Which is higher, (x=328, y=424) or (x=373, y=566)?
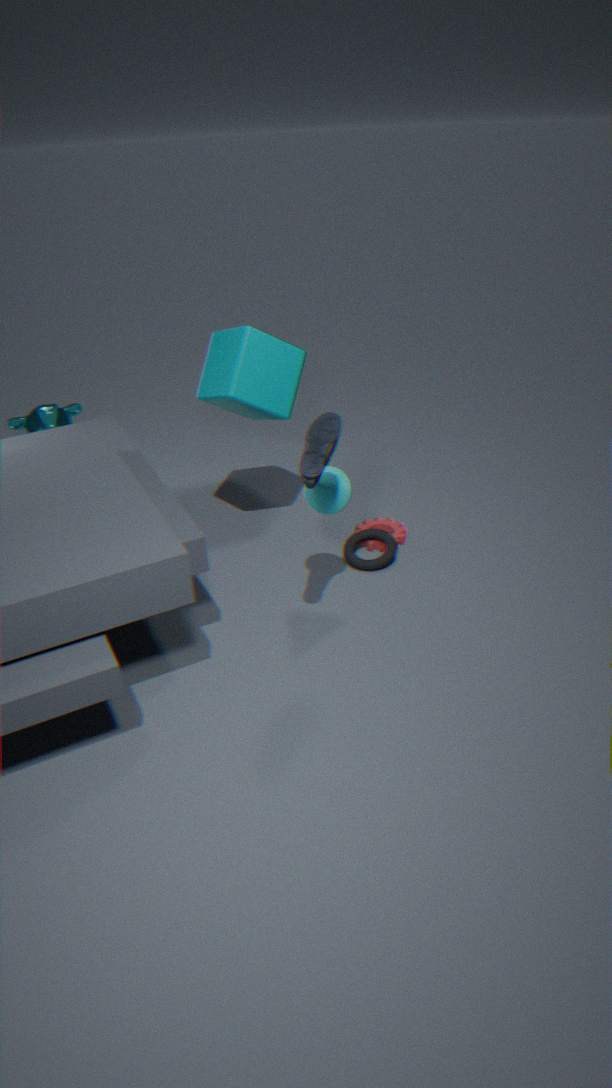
(x=328, y=424)
